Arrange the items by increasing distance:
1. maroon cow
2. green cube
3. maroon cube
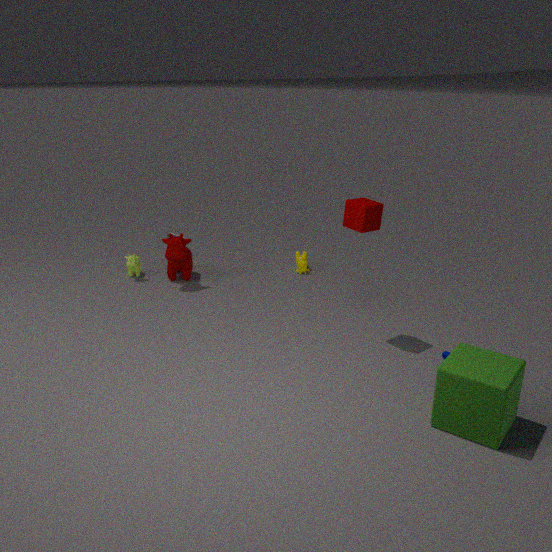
green cube, maroon cube, maroon cow
